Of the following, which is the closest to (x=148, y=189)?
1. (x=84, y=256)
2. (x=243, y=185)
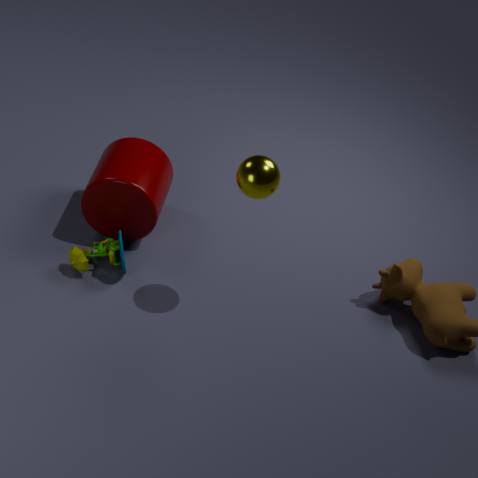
(x=84, y=256)
